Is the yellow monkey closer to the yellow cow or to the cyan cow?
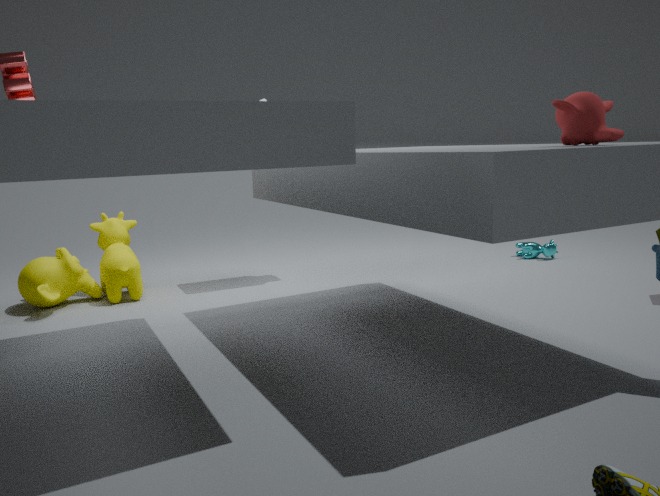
the yellow cow
